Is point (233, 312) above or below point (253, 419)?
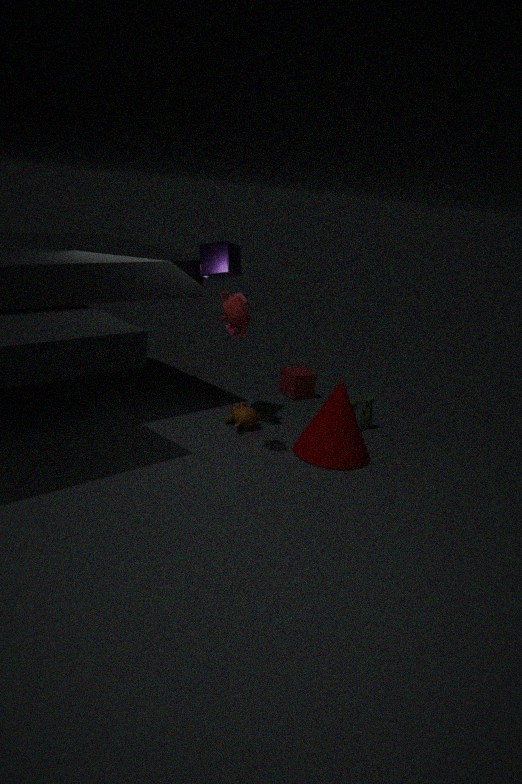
above
